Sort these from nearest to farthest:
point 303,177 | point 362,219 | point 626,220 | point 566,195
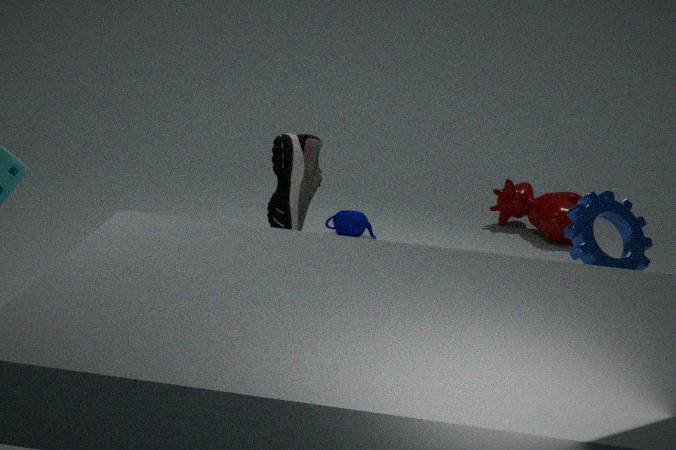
1. point 626,220
2. point 303,177
3. point 362,219
4. point 566,195
